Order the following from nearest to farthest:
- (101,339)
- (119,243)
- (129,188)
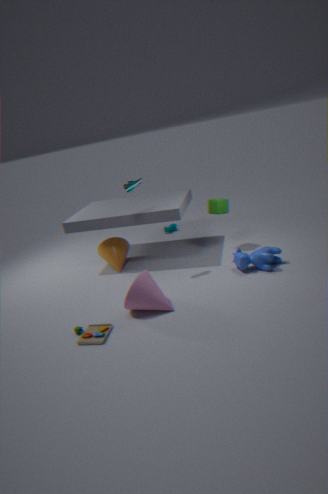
(101,339) < (129,188) < (119,243)
